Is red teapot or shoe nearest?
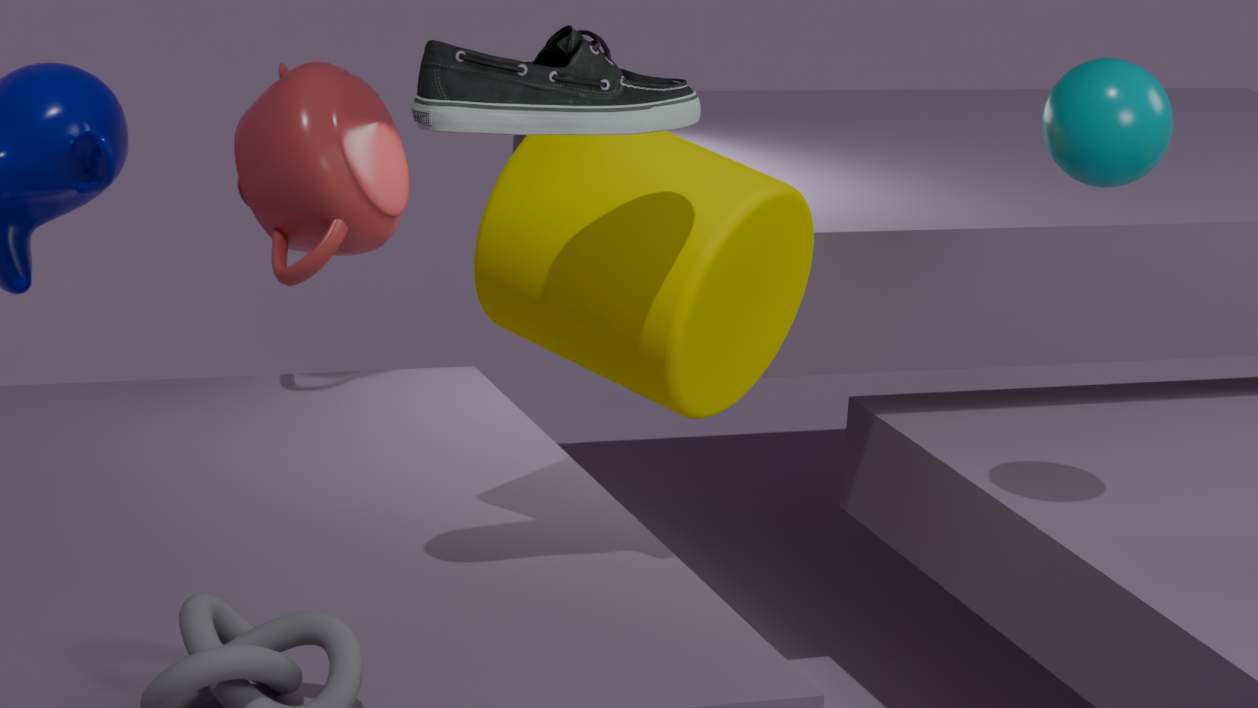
shoe
